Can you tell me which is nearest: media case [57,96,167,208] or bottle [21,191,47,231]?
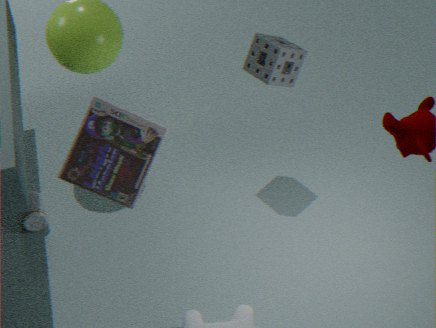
media case [57,96,167,208]
